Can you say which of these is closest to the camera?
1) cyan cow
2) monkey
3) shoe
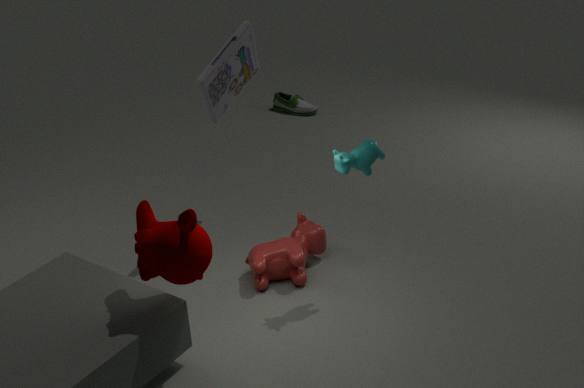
2. monkey
